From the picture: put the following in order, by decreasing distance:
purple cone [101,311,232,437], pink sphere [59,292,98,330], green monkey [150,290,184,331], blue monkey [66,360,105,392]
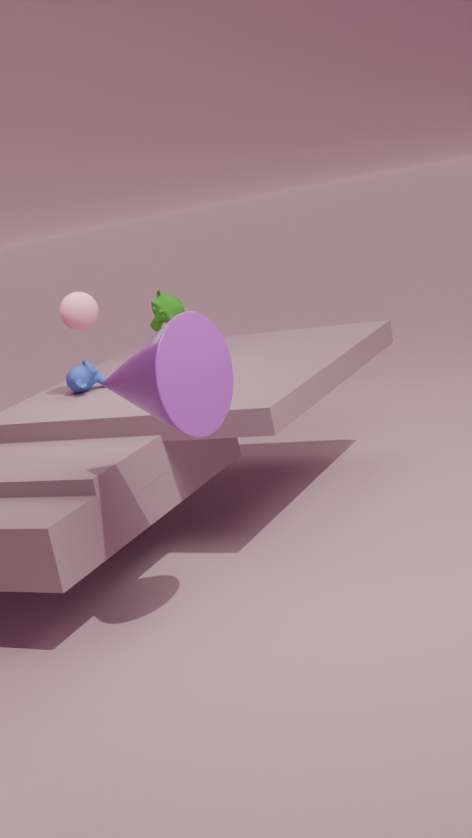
green monkey [150,290,184,331] < blue monkey [66,360,105,392] < pink sphere [59,292,98,330] < purple cone [101,311,232,437]
